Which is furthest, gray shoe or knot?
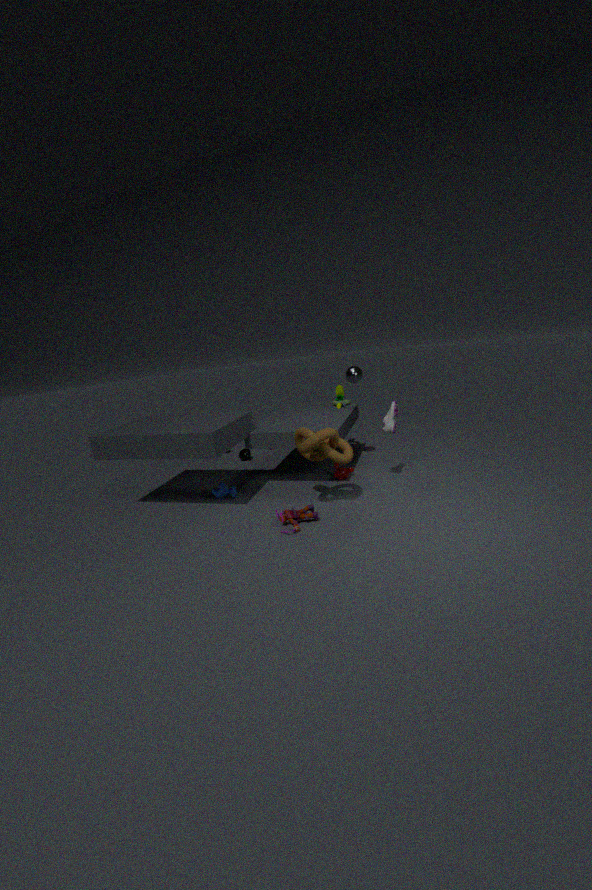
gray shoe
